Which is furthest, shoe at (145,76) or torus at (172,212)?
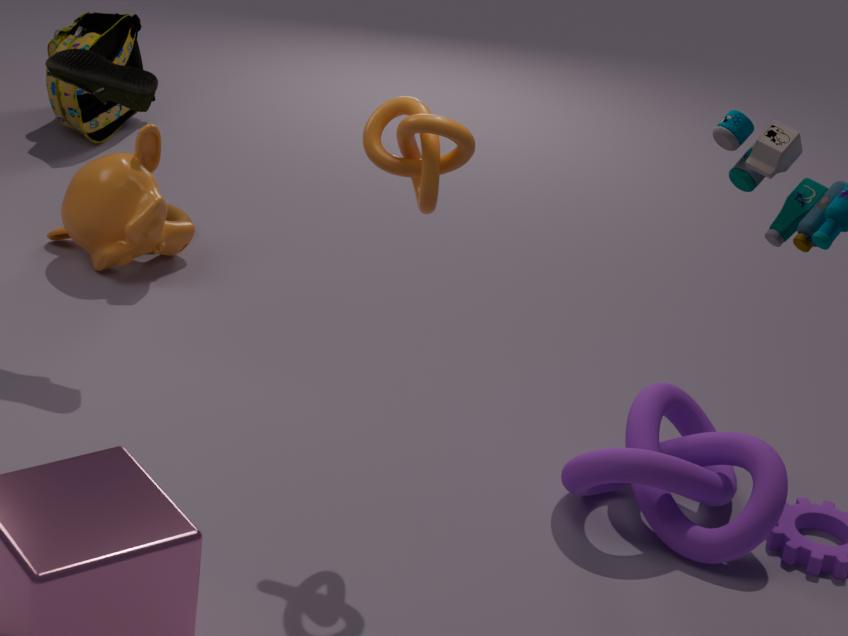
torus at (172,212)
